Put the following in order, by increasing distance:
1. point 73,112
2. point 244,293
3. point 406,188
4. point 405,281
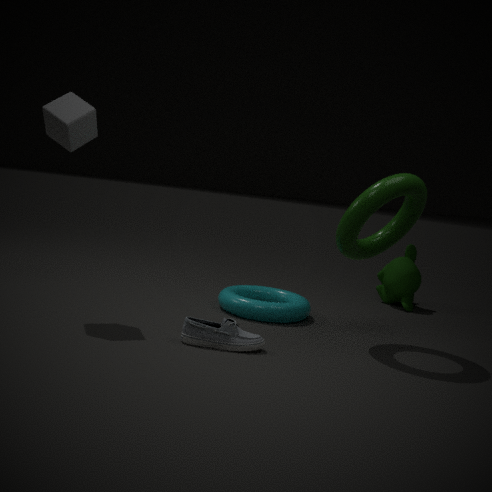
1. point 406,188
2. point 73,112
3. point 244,293
4. point 405,281
